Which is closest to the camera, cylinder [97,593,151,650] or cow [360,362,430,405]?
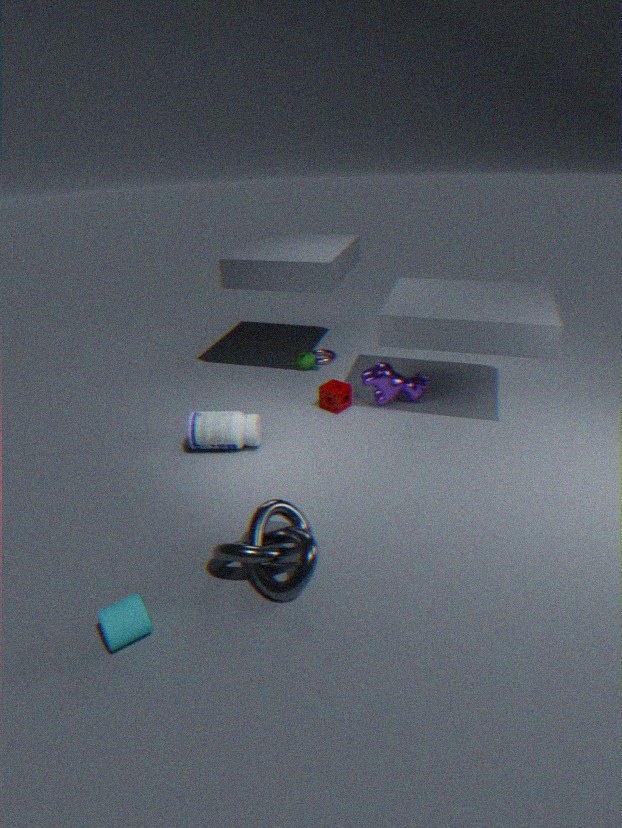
cylinder [97,593,151,650]
